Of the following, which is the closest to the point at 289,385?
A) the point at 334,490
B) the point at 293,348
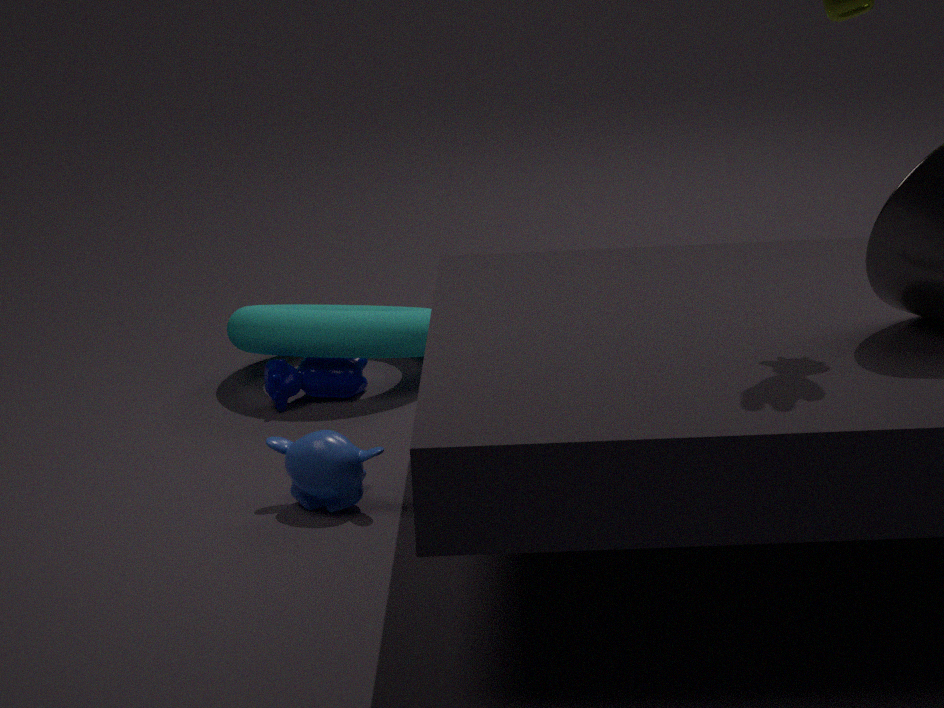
the point at 293,348
